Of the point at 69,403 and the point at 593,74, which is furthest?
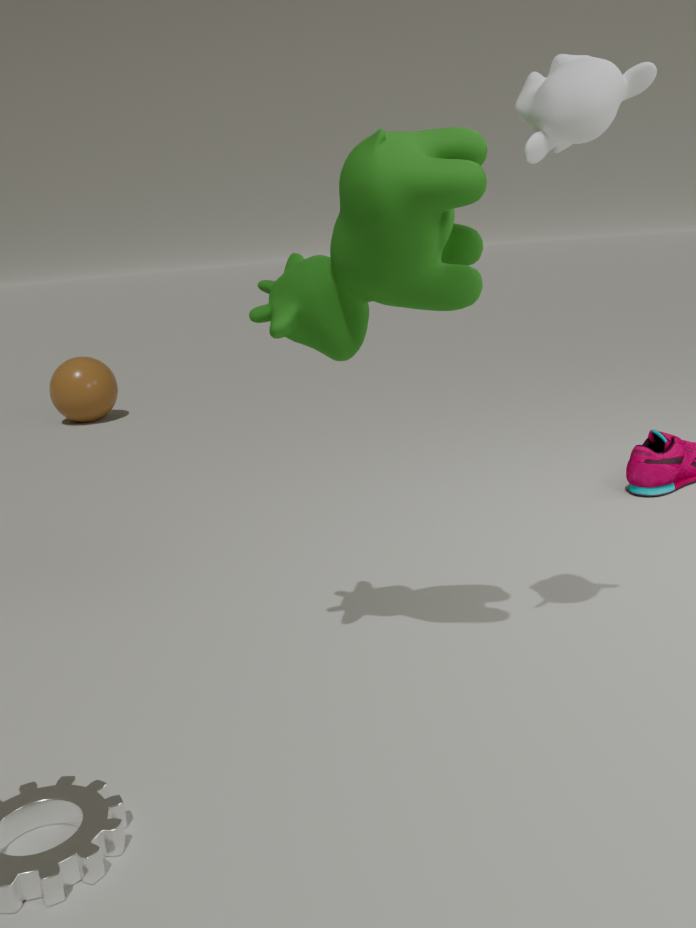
the point at 69,403
